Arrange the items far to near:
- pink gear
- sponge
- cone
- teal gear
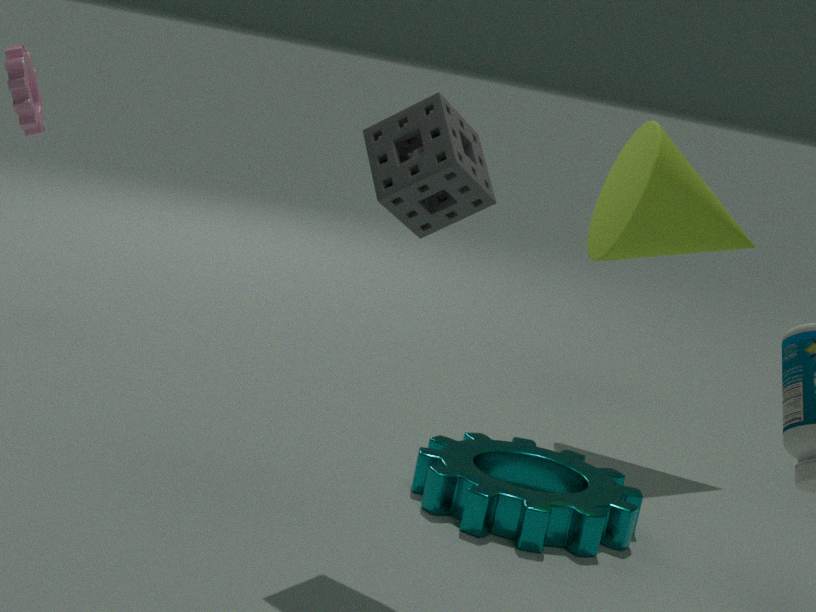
pink gear, cone, teal gear, sponge
